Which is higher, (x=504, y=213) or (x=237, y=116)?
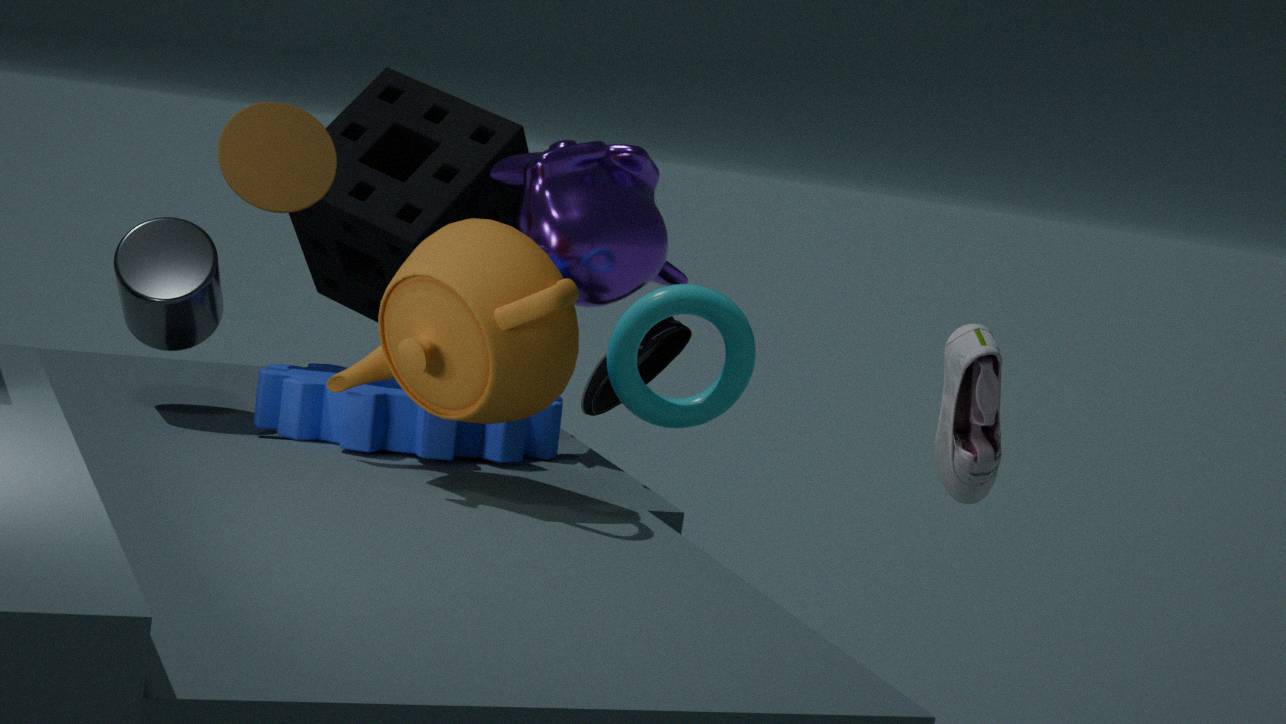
(x=237, y=116)
